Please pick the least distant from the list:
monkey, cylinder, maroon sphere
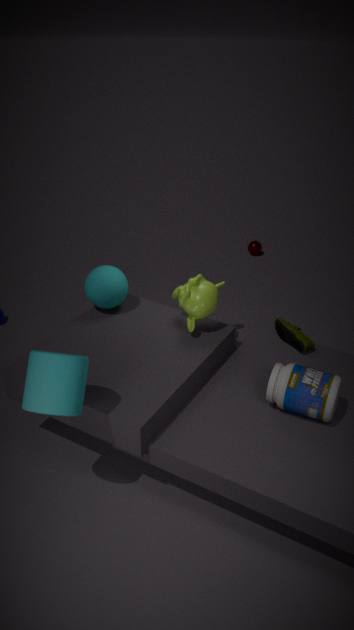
cylinder
